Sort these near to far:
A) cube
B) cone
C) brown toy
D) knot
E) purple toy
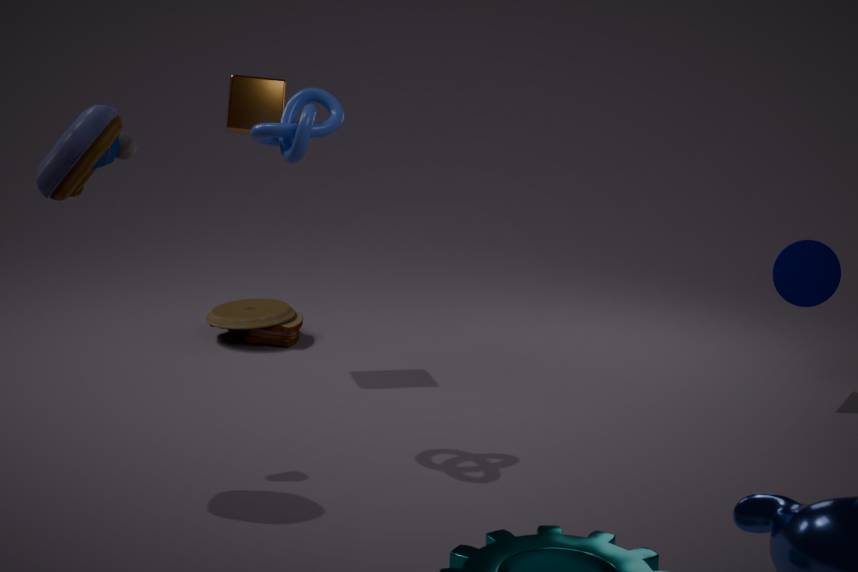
purple toy
knot
cone
cube
brown toy
